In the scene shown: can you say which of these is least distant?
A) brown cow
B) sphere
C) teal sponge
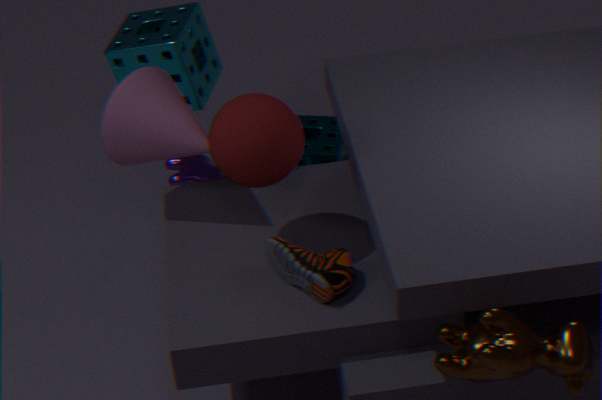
brown cow
